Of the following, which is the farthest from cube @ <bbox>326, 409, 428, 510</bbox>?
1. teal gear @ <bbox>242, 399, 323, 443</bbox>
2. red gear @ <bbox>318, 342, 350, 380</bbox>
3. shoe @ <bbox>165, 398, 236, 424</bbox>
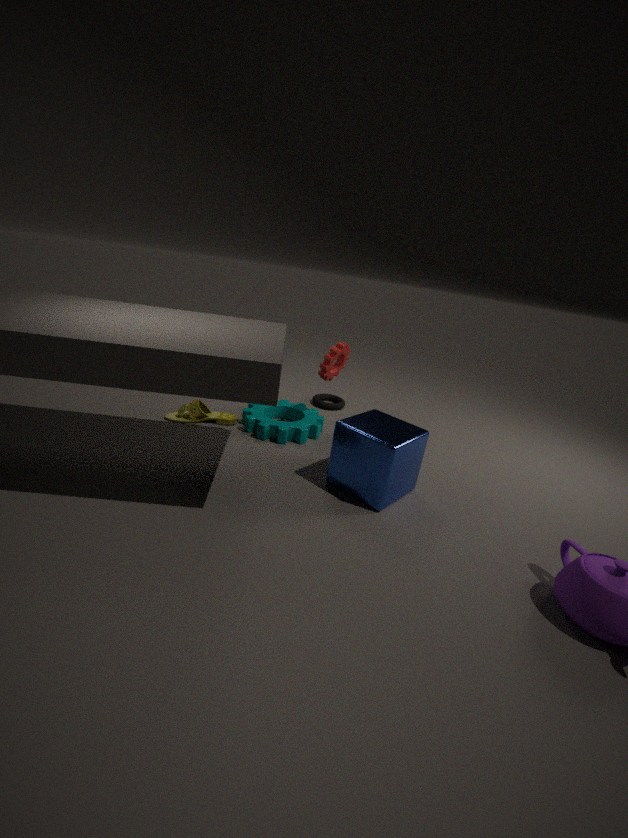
shoe @ <bbox>165, 398, 236, 424</bbox>
